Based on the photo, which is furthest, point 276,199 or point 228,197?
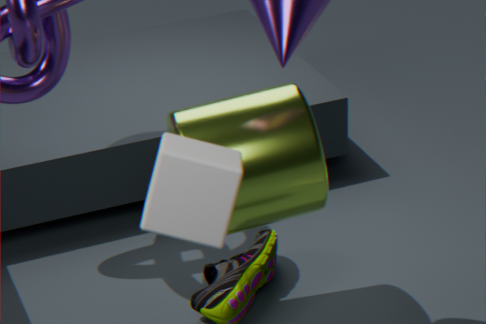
point 276,199
